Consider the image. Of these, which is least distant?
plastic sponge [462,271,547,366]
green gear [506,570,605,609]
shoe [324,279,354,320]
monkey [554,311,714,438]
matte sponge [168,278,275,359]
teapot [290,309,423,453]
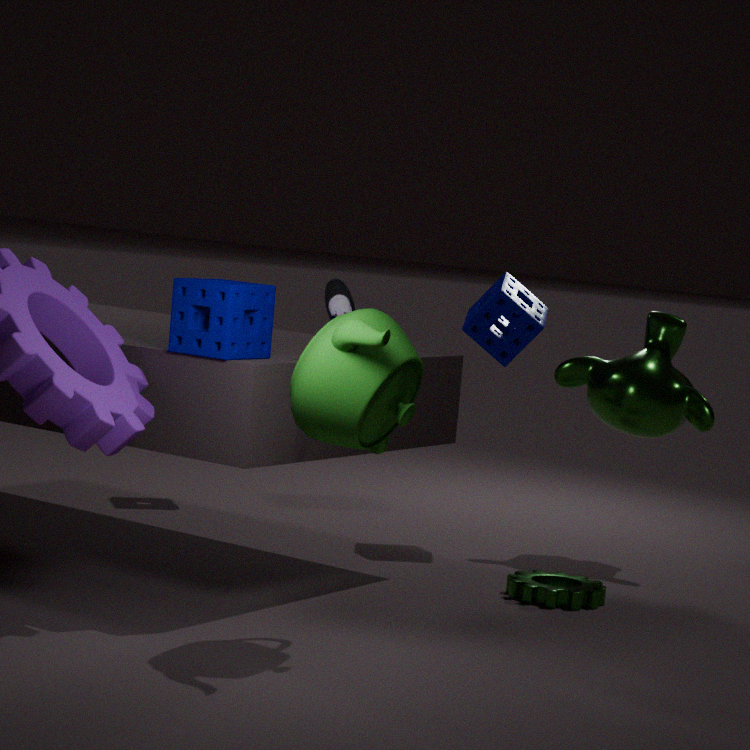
teapot [290,309,423,453]
